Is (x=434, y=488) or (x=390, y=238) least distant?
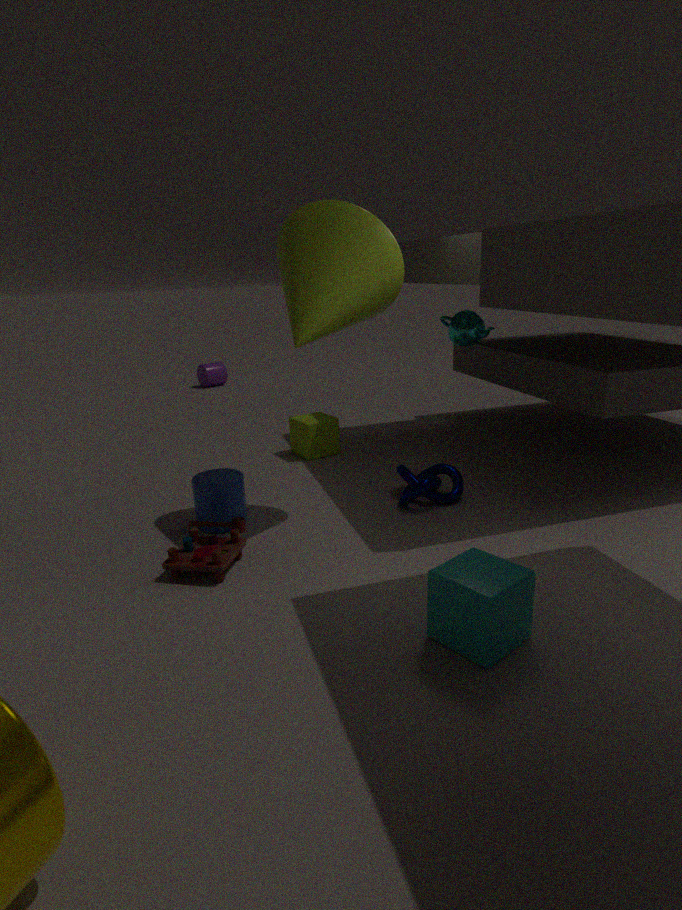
(x=390, y=238)
